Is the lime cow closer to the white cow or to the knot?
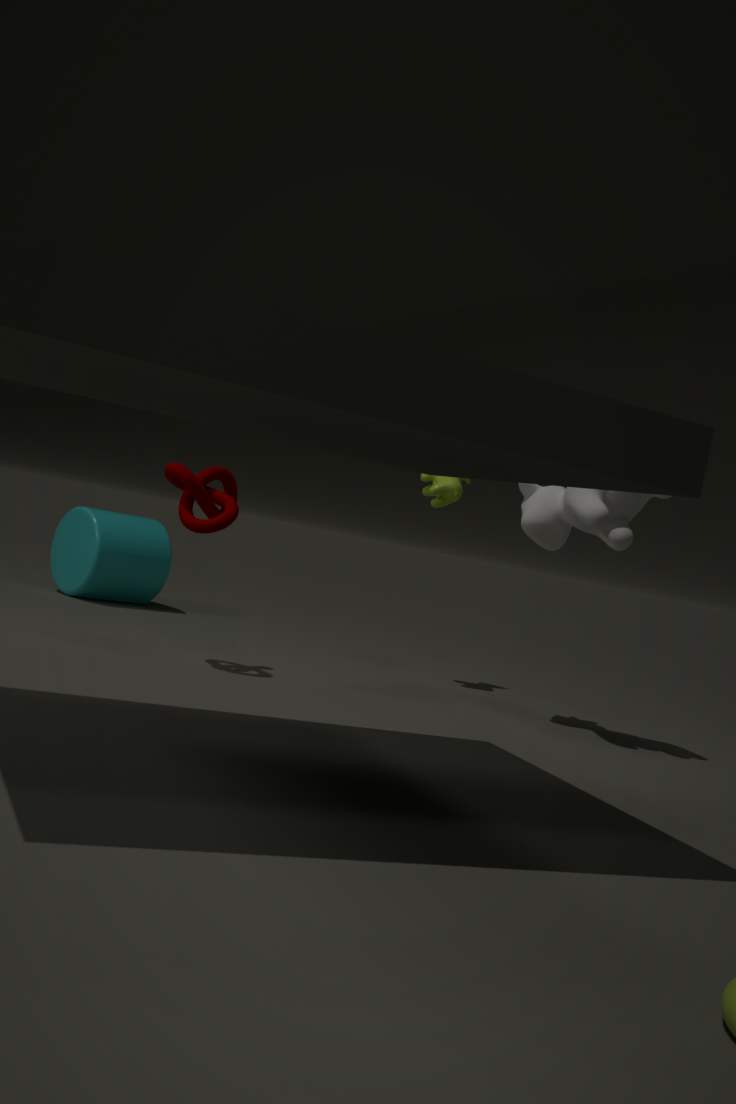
the white cow
